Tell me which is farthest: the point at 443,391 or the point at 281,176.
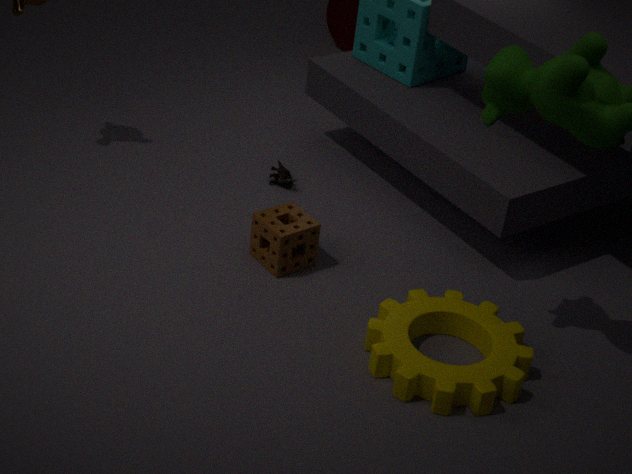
the point at 281,176
